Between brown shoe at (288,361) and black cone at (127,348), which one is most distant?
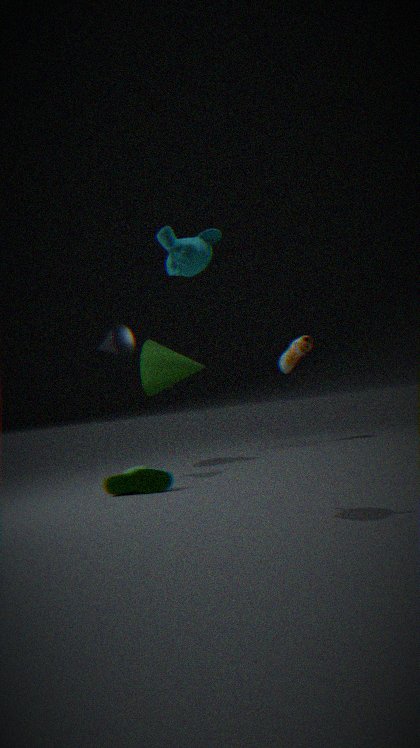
brown shoe at (288,361)
